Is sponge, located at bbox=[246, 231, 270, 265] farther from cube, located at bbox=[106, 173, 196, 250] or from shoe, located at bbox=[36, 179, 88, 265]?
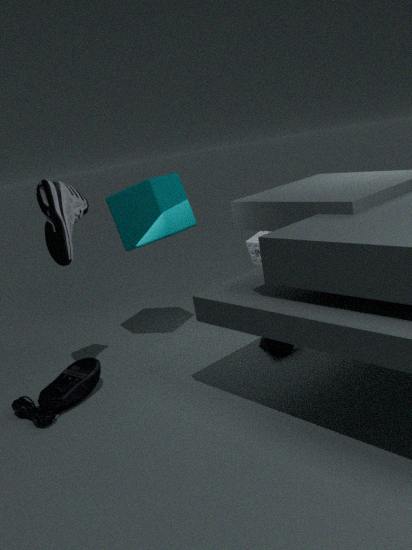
shoe, located at bbox=[36, 179, 88, 265]
